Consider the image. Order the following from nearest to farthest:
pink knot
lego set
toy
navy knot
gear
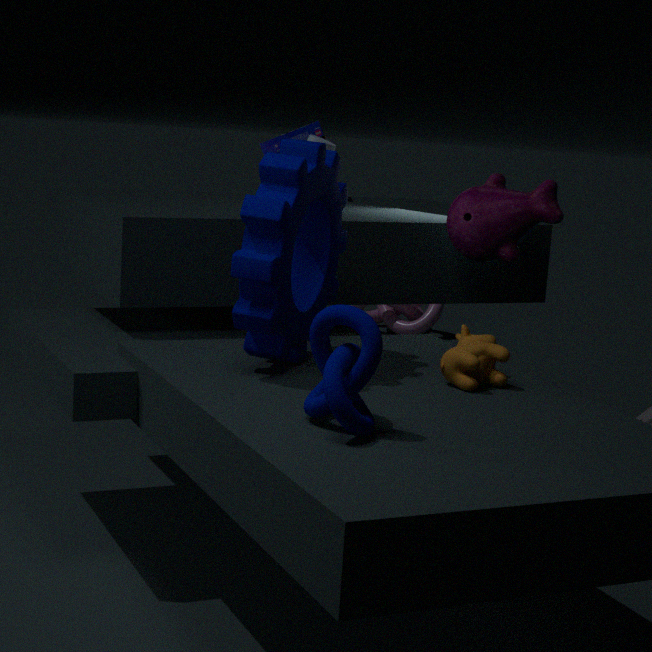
navy knot → gear → toy → lego set → pink knot
